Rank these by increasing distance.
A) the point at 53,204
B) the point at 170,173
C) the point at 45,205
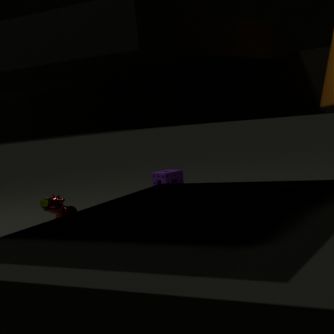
the point at 53,204
the point at 45,205
the point at 170,173
